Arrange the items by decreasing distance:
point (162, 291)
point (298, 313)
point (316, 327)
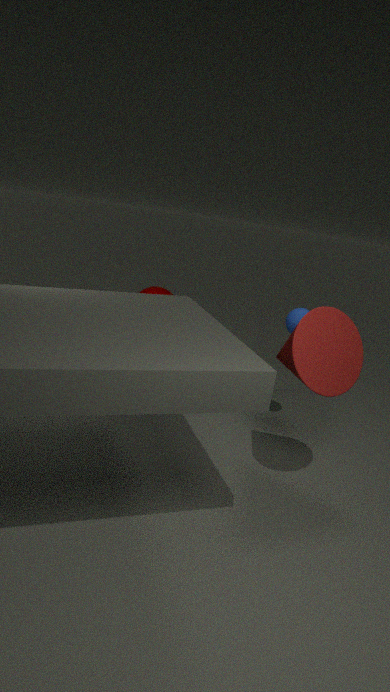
1. point (162, 291)
2. point (298, 313)
3. point (316, 327)
